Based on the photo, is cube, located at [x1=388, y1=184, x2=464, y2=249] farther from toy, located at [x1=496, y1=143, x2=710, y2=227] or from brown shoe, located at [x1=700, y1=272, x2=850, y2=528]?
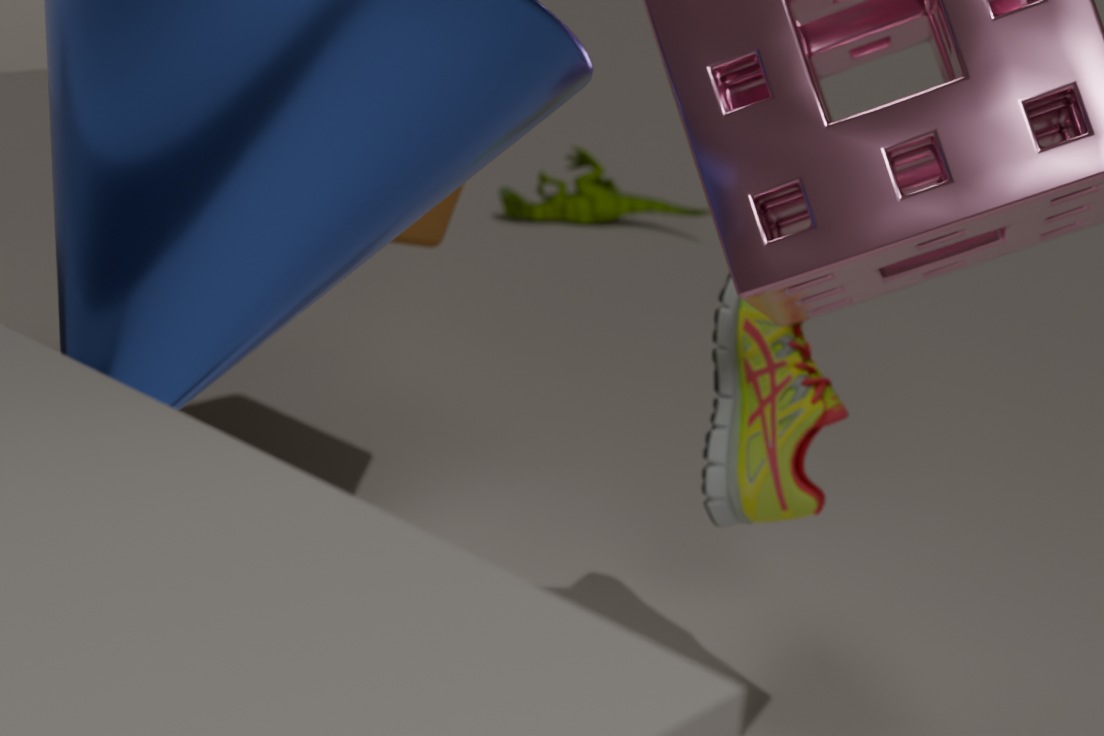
toy, located at [x1=496, y1=143, x2=710, y2=227]
